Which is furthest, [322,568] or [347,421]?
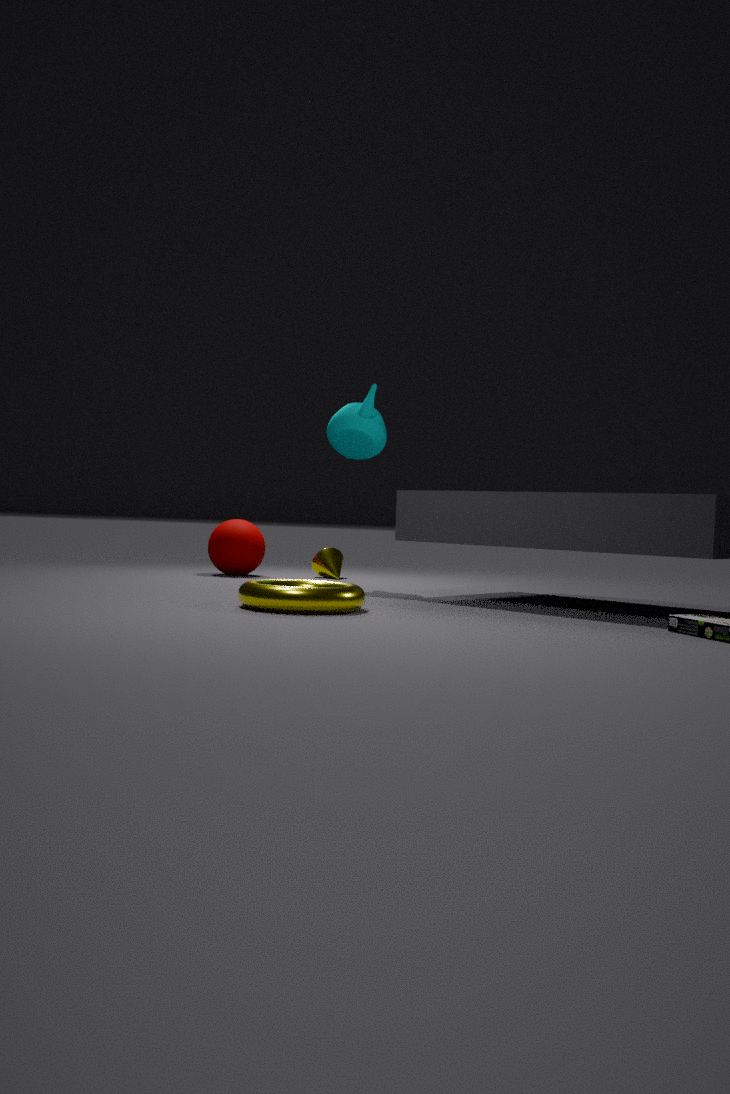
[322,568]
